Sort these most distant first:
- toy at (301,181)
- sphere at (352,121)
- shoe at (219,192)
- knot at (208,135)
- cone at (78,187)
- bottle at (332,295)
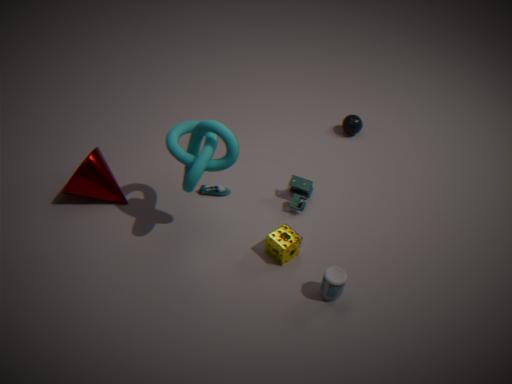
1. sphere at (352,121)
2. shoe at (219,192)
3. toy at (301,181)
4. cone at (78,187)
5. bottle at (332,295)
6. knot at (208,135)
